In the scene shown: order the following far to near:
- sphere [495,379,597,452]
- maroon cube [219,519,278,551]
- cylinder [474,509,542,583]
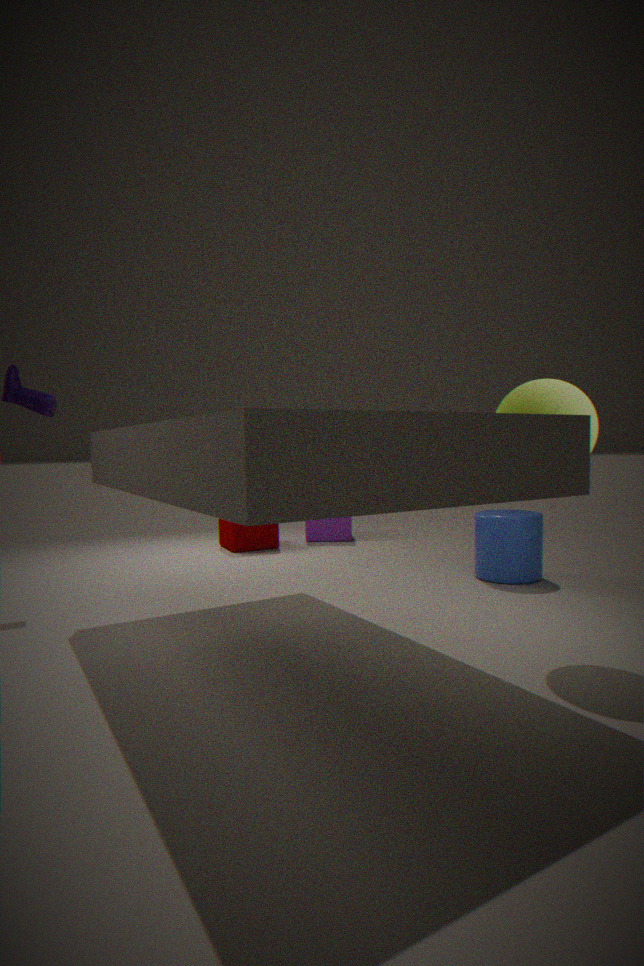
1. maroon cube [219,519,278,551]
2. cylinder [474,509,542,583]
3. sphere [495,379,597,452]
